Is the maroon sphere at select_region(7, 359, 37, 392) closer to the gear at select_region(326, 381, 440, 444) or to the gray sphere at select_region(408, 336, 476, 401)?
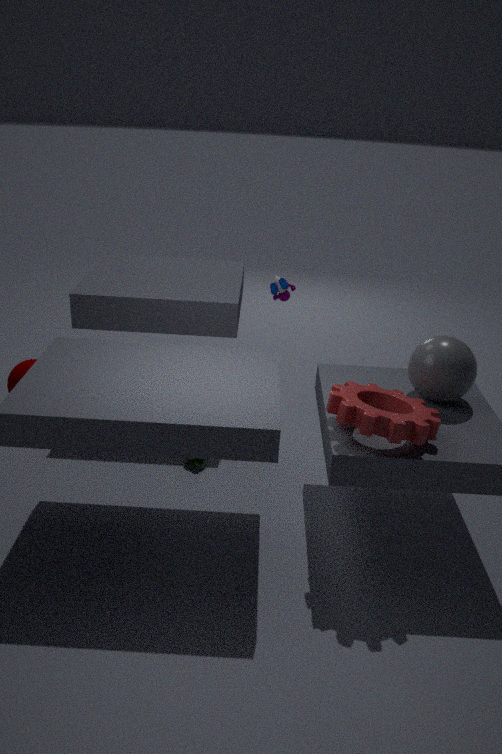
the gear at select_region(326, 381, 440, 444)
